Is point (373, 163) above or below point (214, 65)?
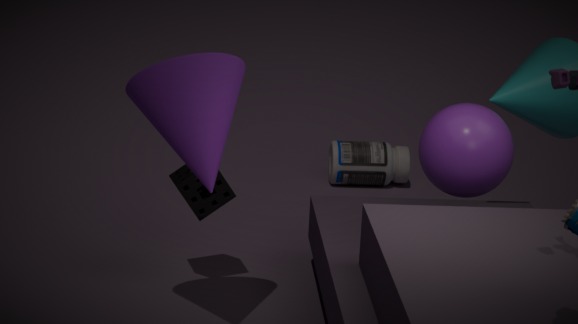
below
